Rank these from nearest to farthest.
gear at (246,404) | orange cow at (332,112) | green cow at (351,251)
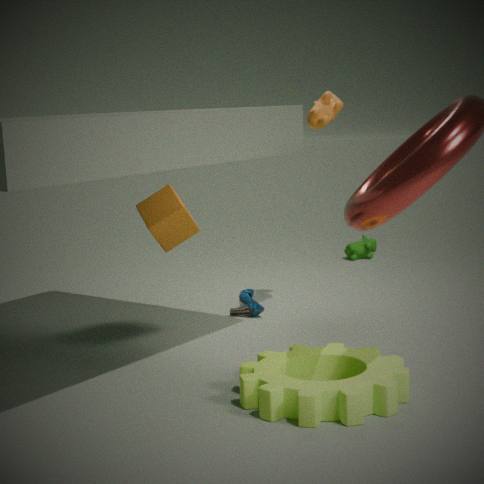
gear at (246,404) → orange cow at (332,112) → green cow at (351,251)
